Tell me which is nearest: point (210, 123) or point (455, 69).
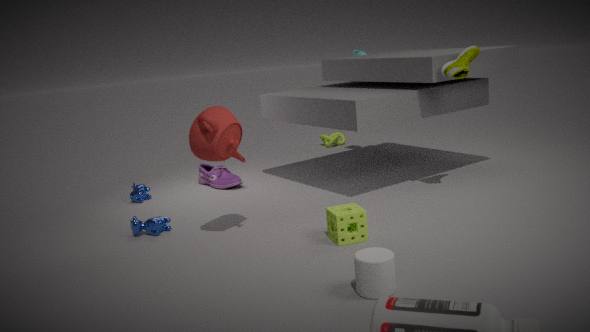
point (210, 123)
